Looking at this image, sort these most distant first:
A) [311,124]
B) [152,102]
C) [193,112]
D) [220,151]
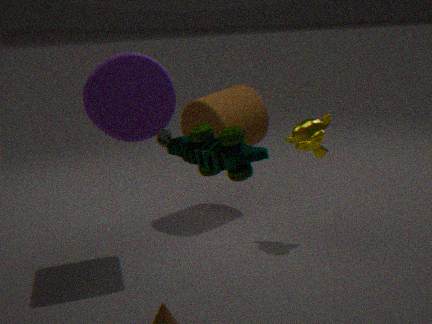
[193,112] < [311,124] < [152,102] < [220,151]
